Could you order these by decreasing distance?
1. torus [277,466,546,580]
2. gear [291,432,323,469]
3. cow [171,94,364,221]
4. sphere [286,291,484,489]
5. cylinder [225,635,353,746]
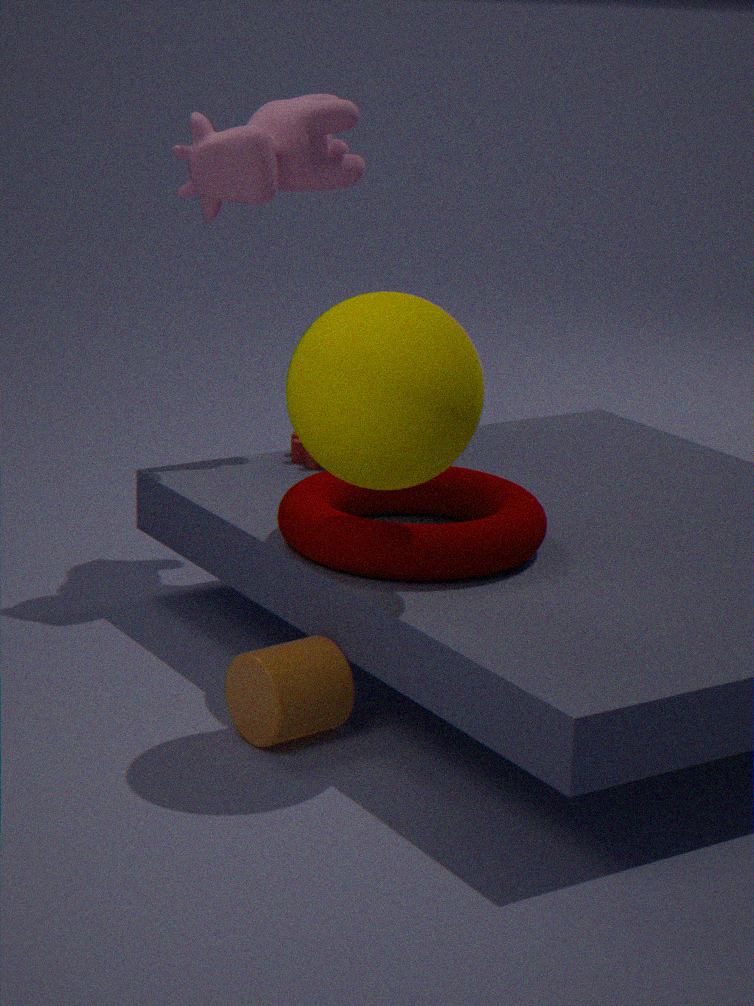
1. gear [291,432,323,469]
2. cow [171,94,364,221]
3. torus [277,466,546,580]
4. cylinder [225,635,353,746]
5. sphere [286,291,484,489]
